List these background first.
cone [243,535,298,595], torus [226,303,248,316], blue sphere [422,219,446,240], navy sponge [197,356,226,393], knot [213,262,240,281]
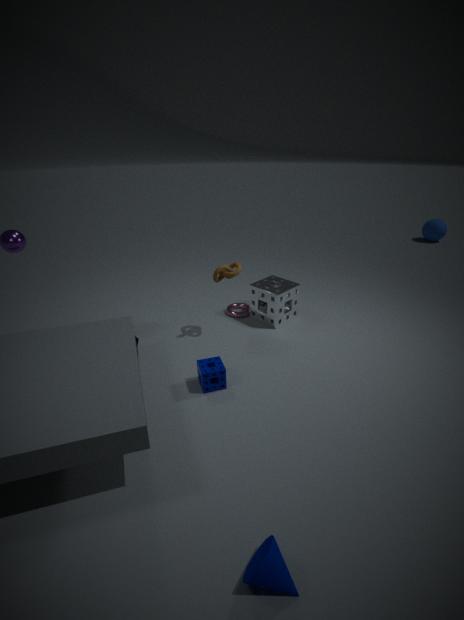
blue sphere [422,219,446,240], torus [226,303,248,316], knot [213,262,240,281], navy sponge [197,356,226,393], cone [243,535,298,595]
